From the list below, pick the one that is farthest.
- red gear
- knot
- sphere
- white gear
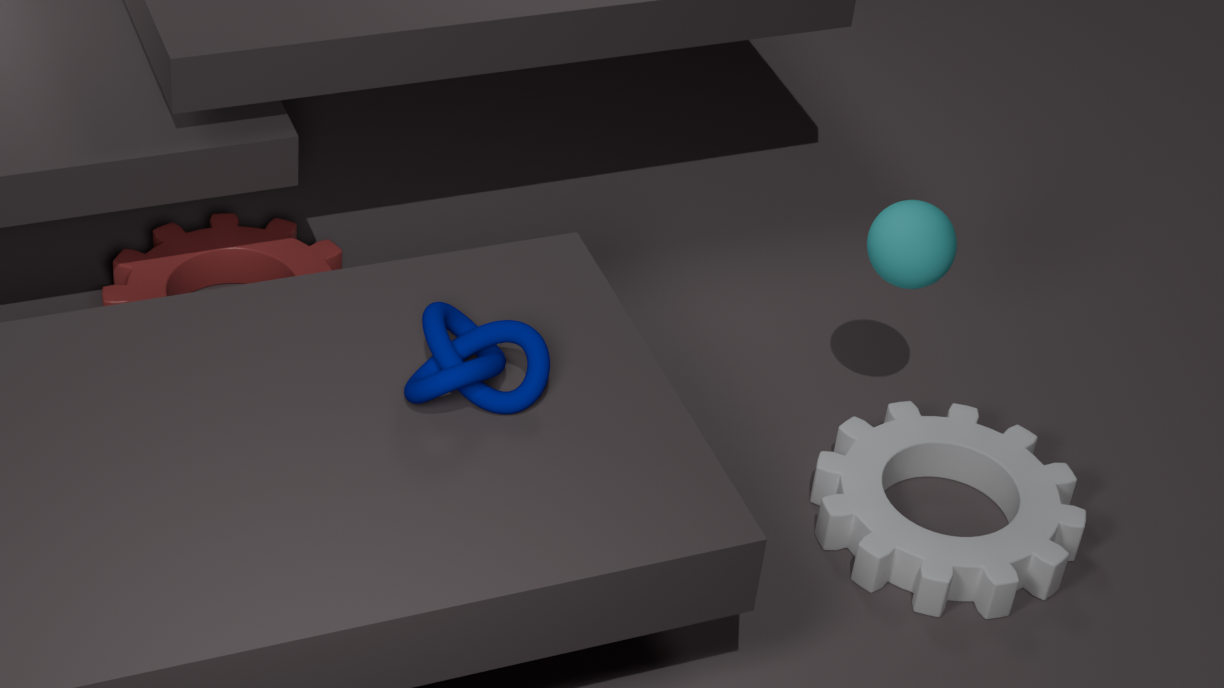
red gear
